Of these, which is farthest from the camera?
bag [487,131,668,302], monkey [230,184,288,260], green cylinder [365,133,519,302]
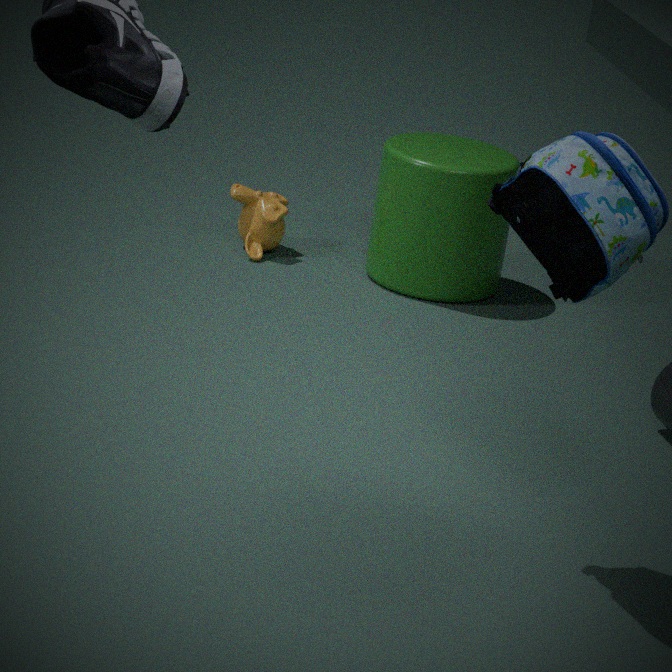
monkey [230,184,288,260]
